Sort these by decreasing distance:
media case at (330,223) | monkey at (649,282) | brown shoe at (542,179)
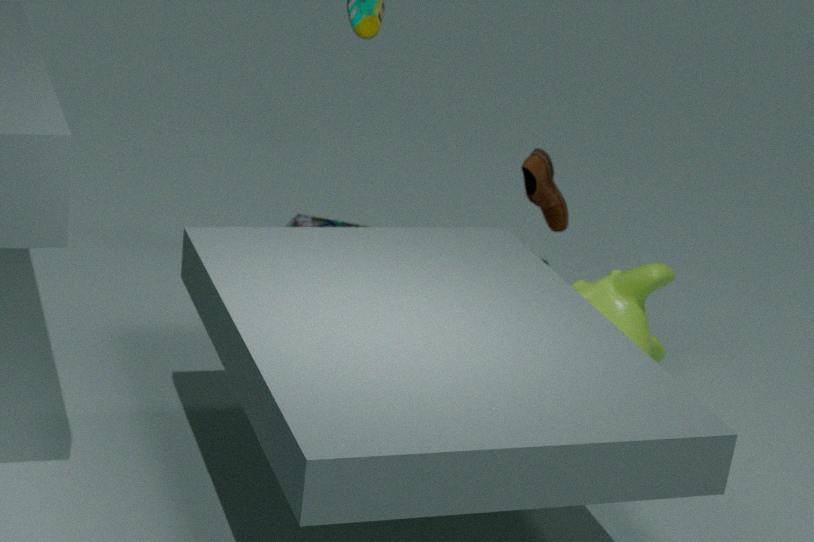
media case at (330,223)
brown shoe at (542,179)
monkey at (649,282)
